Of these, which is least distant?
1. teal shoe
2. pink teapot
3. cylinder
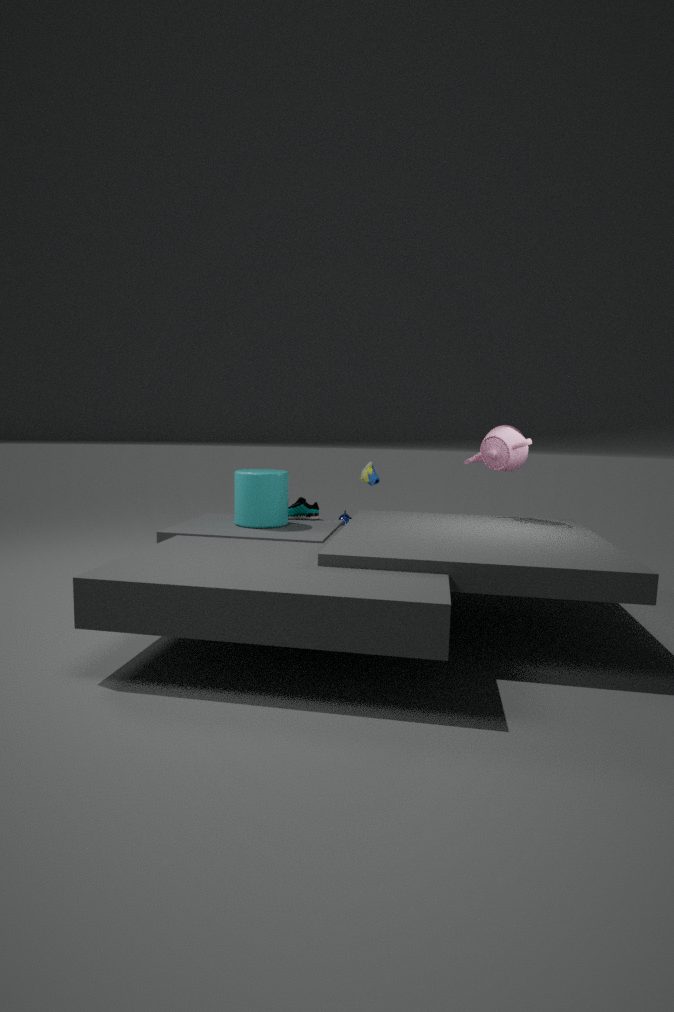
cylinder
